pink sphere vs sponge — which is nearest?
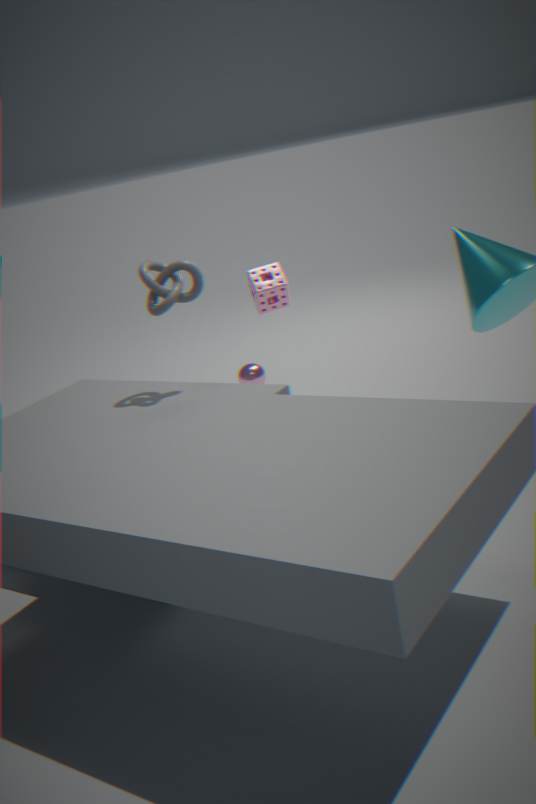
sponge
